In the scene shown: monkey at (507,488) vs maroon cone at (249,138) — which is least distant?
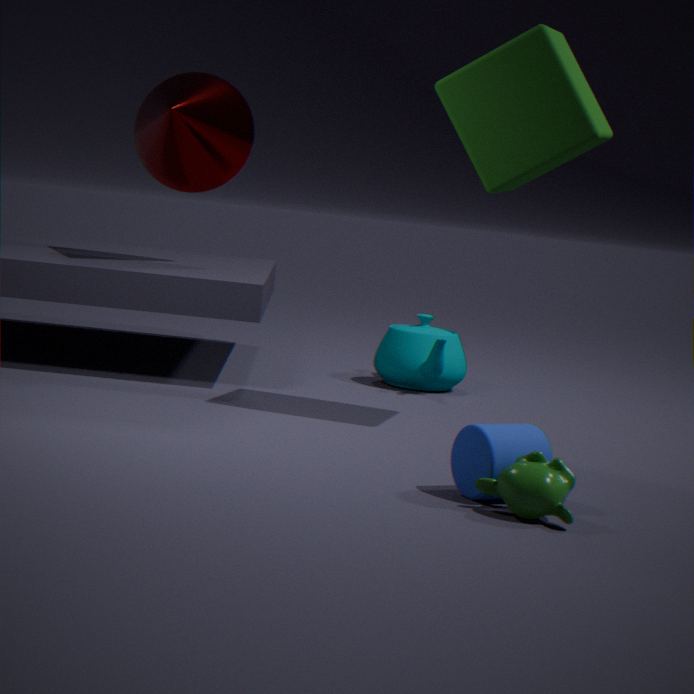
monkey at (507,488)
